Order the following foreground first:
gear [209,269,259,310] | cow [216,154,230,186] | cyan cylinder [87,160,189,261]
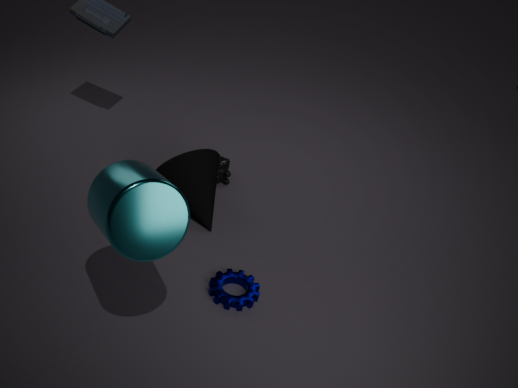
cyan cylinder [87,160,189,261]
gear [209,269,259,310]
cow [216,154,230,186]
